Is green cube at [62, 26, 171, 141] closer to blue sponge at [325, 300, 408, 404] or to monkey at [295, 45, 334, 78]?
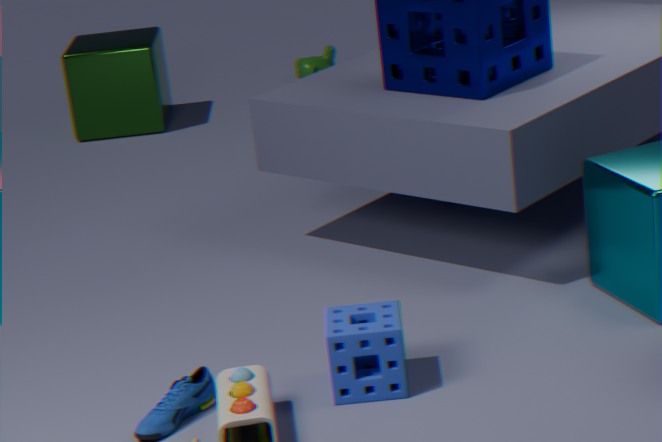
monkey at [295, 45, 334, 78]
